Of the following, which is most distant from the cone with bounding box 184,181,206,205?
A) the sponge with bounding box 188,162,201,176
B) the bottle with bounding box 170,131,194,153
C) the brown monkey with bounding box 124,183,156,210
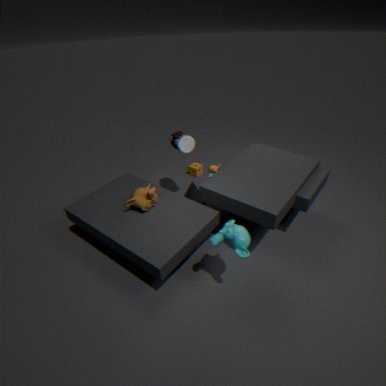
the brown monkey with bounding box 124,183,156,210
